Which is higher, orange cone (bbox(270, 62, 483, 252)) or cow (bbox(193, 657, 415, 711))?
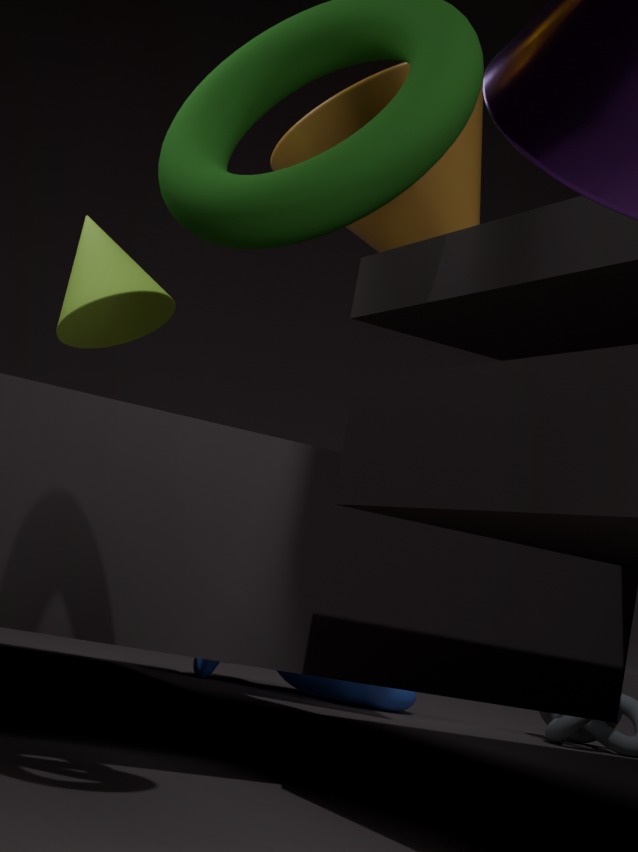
orange cone (bbox(270, 62, 483, 252))
